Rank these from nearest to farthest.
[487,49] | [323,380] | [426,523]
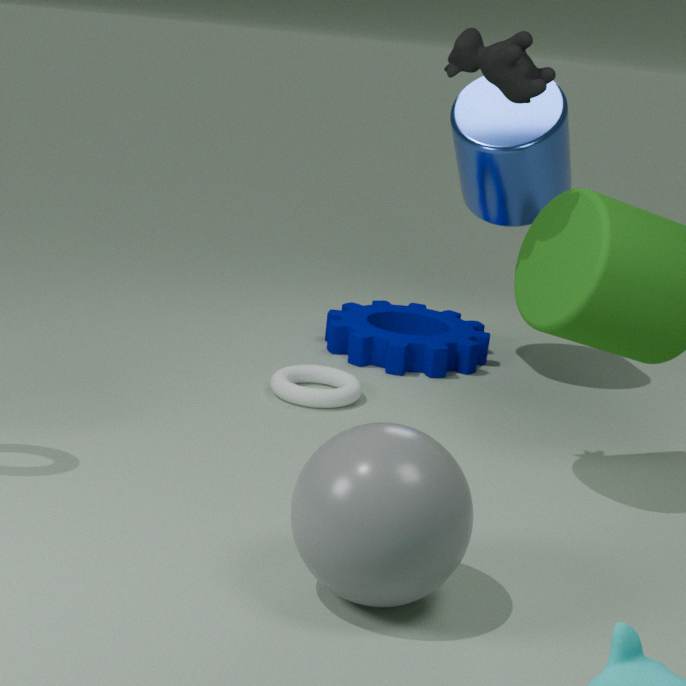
1. [426,523]
2. [487,49]
3. [323,380]
